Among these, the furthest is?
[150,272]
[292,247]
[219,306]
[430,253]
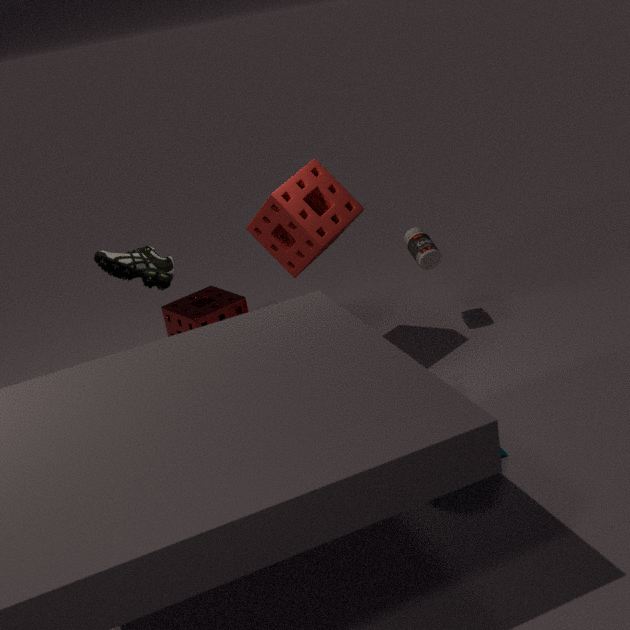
[219,306]
